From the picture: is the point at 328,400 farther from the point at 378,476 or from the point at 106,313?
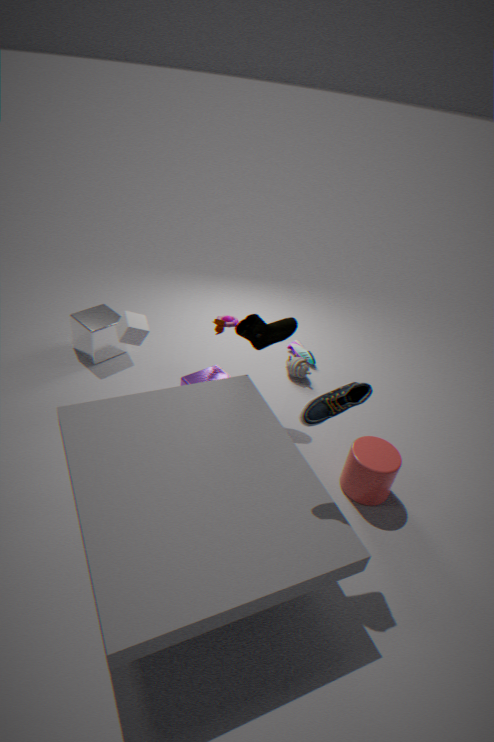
the point at 106,313
